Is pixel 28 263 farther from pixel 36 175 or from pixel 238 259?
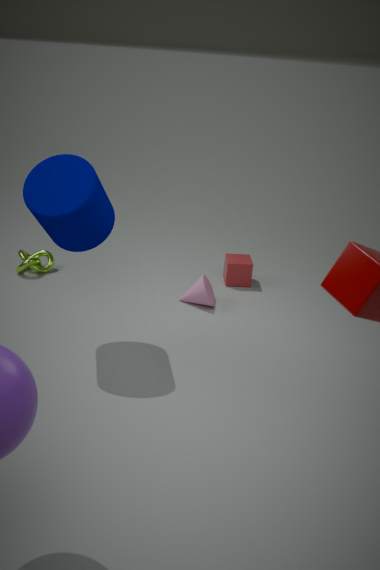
pixel 238 259
